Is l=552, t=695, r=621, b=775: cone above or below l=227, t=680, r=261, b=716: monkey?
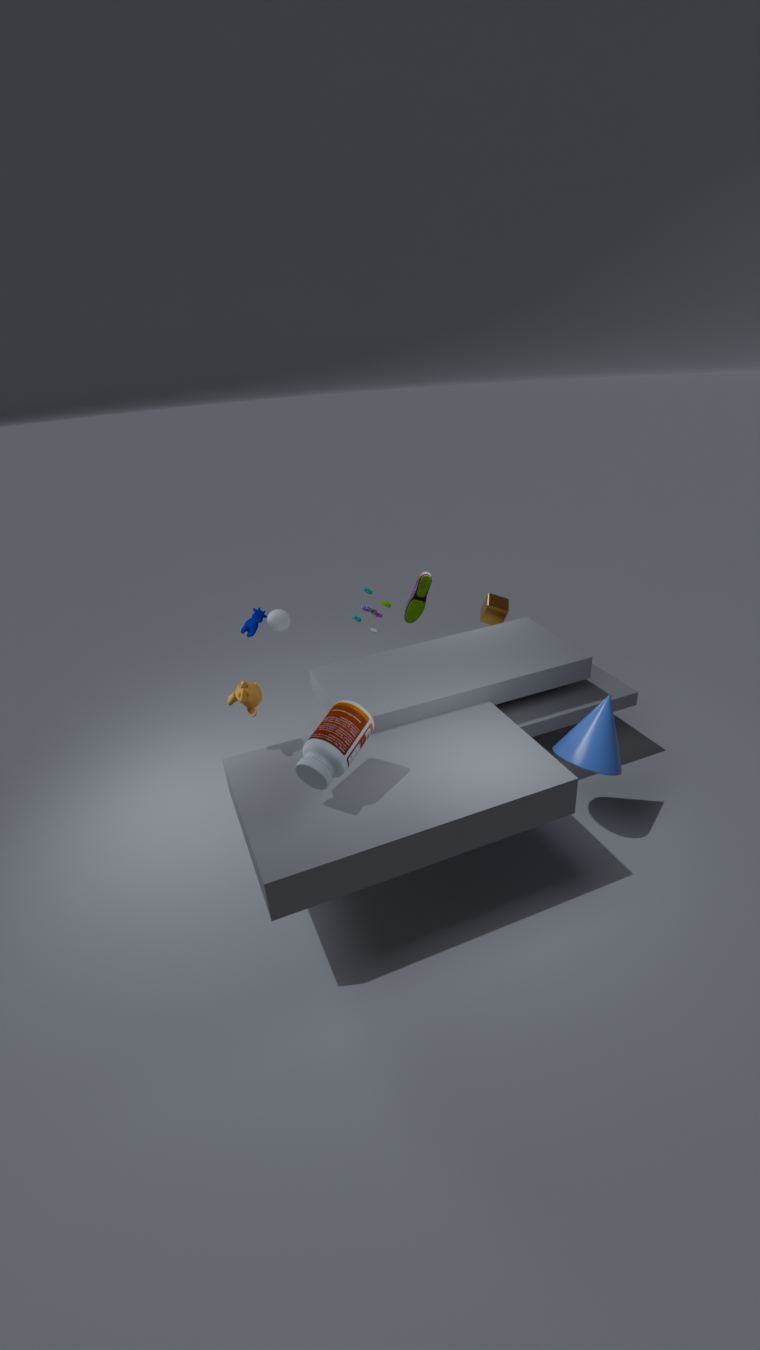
below
